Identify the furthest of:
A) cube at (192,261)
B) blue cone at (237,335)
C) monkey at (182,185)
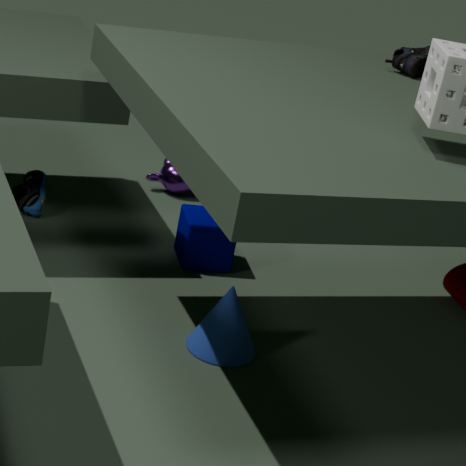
C. monkey at (182,185)
